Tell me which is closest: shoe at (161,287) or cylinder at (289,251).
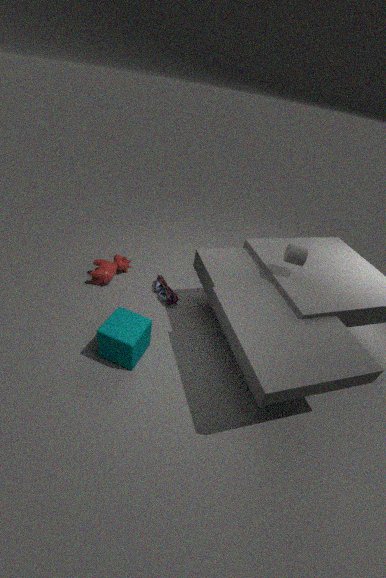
cylinder at (289,251)
